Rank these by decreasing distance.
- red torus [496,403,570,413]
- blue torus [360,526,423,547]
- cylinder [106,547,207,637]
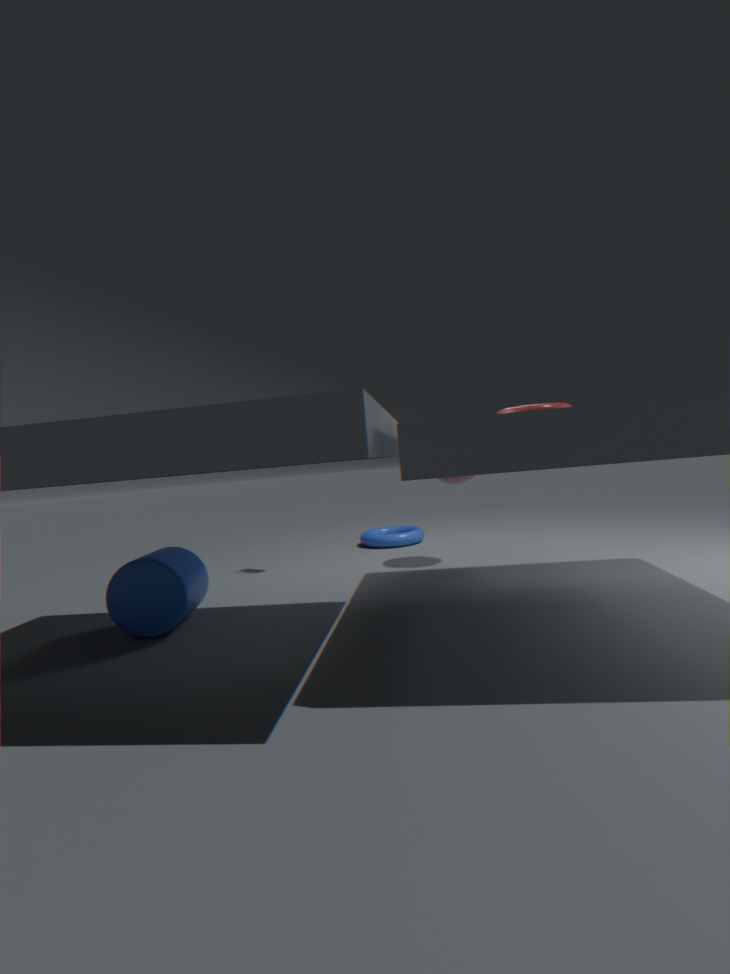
blue torus [360,526,423,547] < cylinder [106,547,207,637] < red torus [496,403,570,413]
